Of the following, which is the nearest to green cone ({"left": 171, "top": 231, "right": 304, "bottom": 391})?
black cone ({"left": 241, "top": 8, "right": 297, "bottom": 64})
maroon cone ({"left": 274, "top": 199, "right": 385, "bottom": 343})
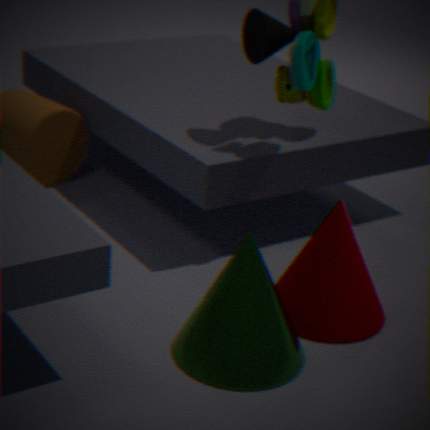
maroon cone ({"left": 274, "top": 199, "right": 385, "bottom": 343})
